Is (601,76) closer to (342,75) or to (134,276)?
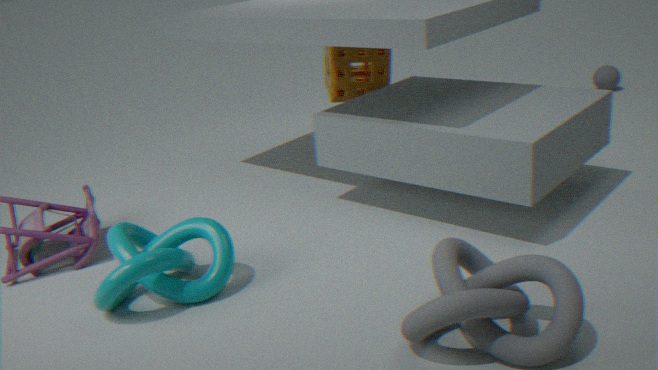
(342,75)
